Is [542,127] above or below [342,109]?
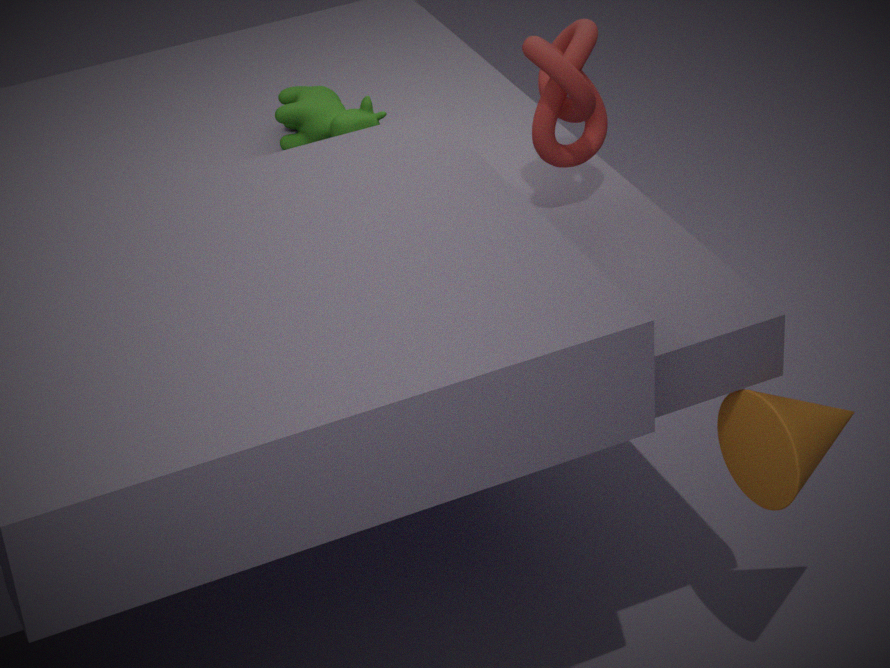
above
